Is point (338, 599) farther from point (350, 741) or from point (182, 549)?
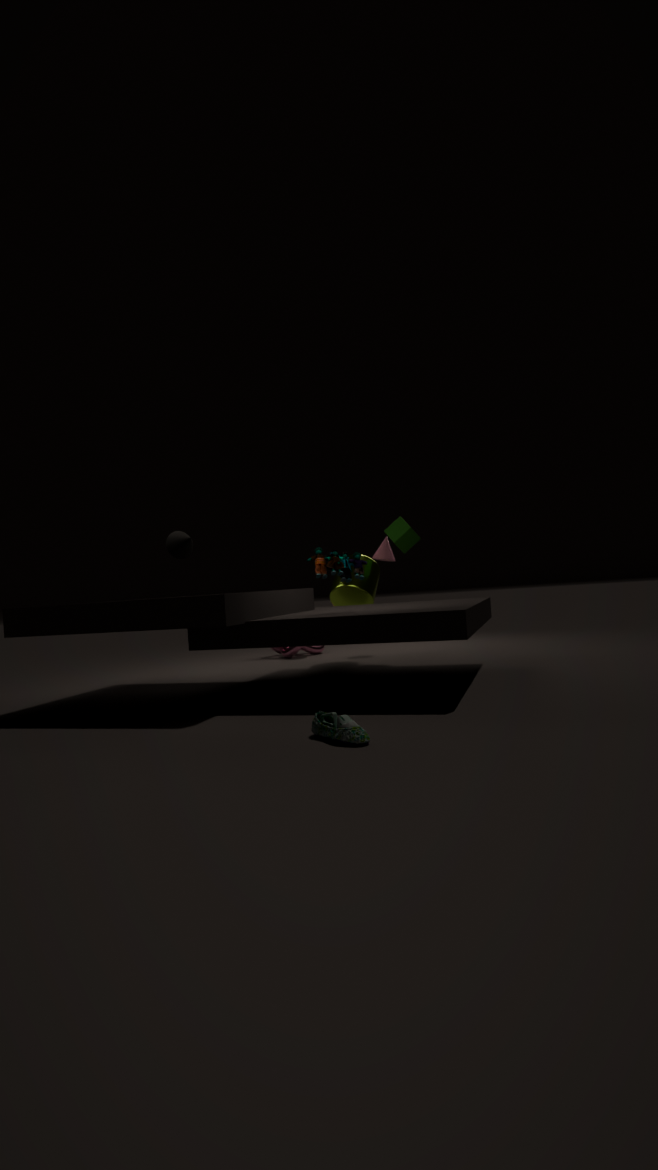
point (350, 741)
